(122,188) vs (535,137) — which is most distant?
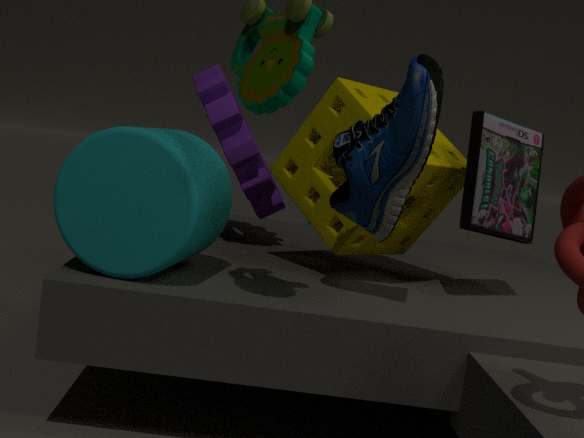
(535,137)
